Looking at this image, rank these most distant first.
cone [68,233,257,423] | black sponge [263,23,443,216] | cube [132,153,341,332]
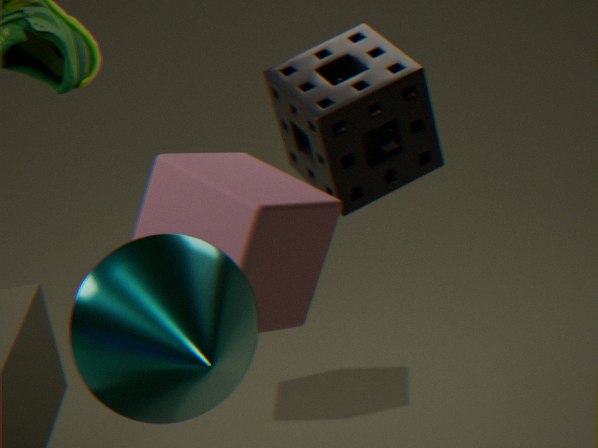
black sponge [263,23,443,216], cube [132,153,341,332], cone [68,233,257,423]
